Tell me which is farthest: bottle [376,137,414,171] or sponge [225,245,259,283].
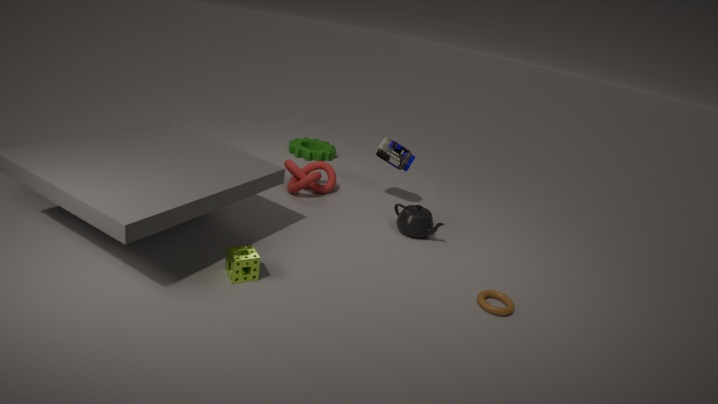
bottle [376,137,414,171]
